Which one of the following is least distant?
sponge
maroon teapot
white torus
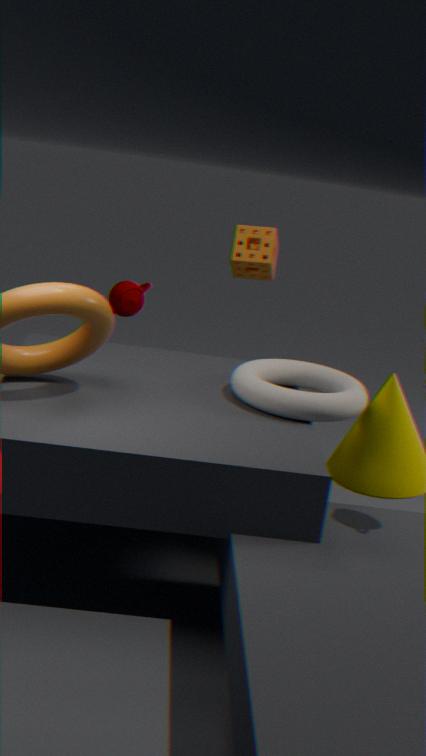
white torus
